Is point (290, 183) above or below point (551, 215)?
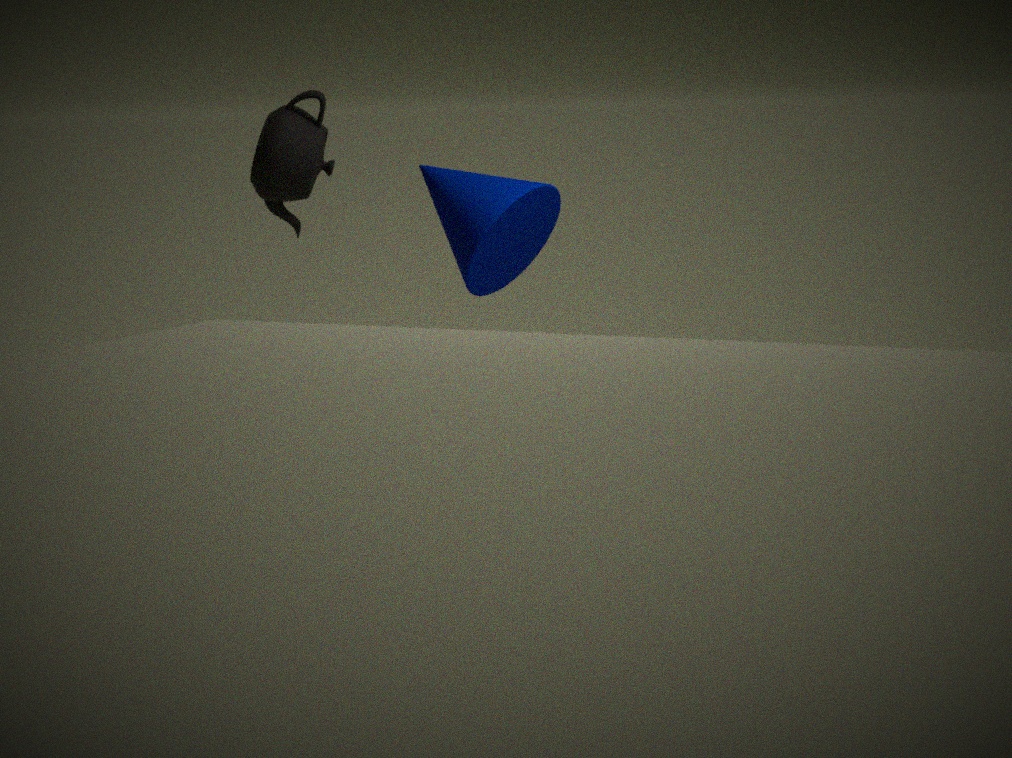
above
